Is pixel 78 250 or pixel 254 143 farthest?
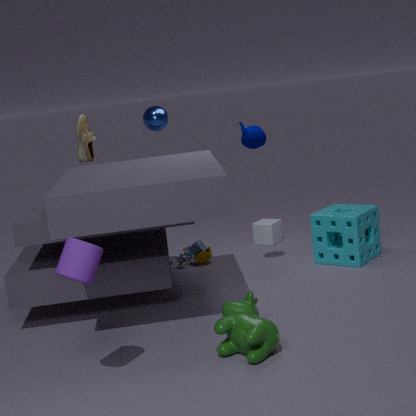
pixel 254 143
